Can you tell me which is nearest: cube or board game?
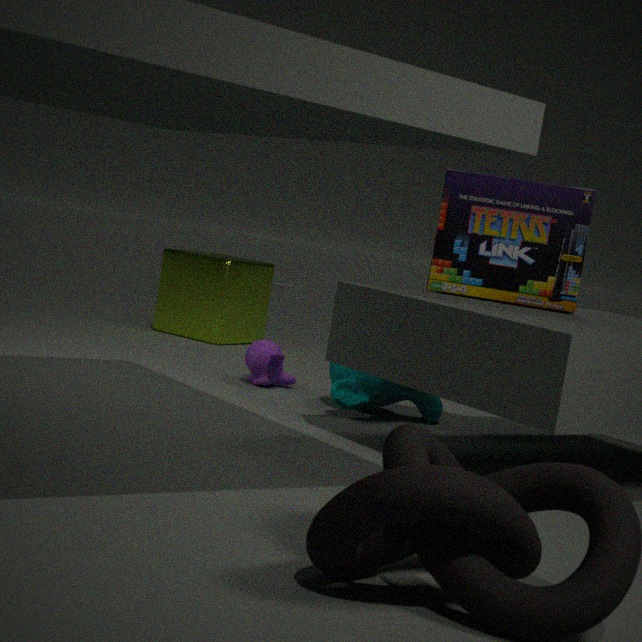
board game
